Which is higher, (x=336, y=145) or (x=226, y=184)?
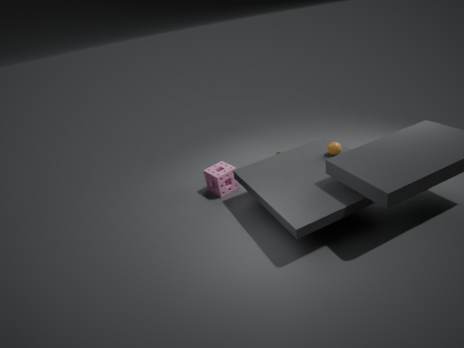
(x=336, y=145)
